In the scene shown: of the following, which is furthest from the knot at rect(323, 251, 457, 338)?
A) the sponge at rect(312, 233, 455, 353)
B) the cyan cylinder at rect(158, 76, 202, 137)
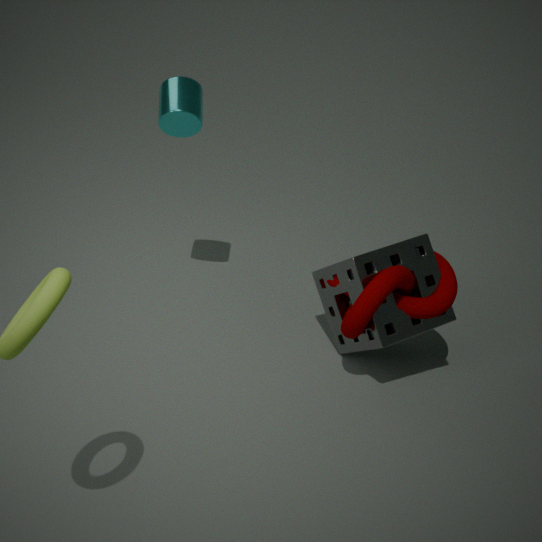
the cyan cylinder at rect(158, 76, 202, 137)
